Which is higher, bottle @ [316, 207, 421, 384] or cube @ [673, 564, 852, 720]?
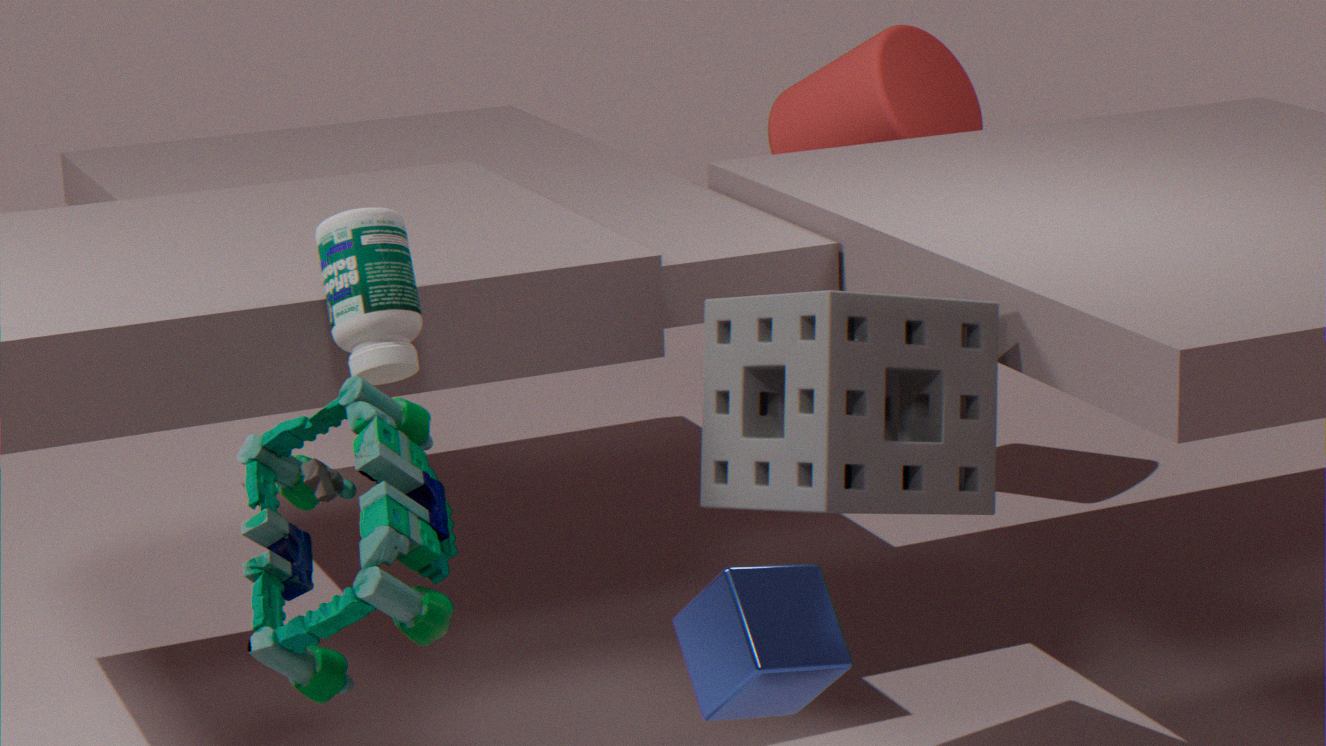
bottle @ [316, 207, 421, 384]
